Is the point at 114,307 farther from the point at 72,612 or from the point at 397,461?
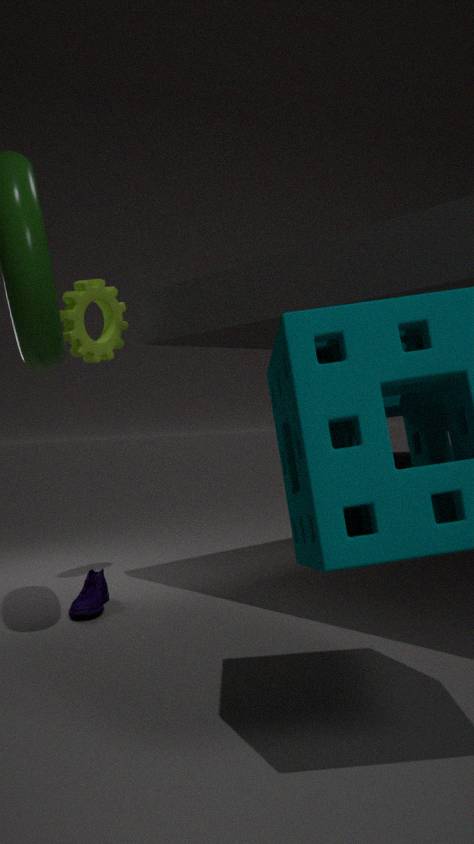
the point at 397,461
